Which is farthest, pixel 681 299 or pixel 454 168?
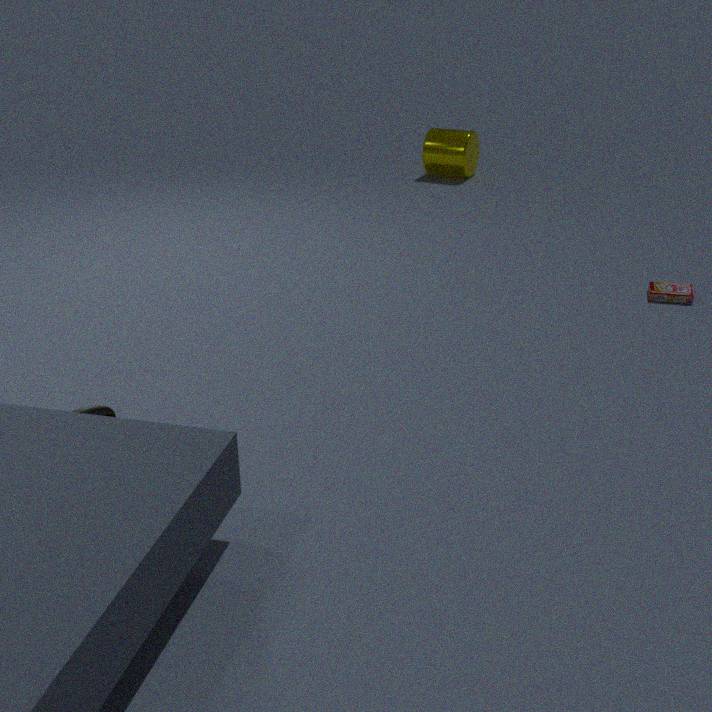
pixel 454 168
